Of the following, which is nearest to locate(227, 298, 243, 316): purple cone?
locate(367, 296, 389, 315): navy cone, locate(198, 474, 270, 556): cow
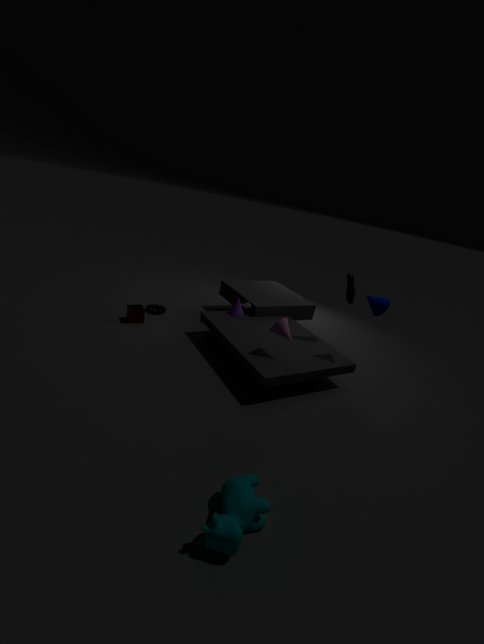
locate(367, 296, 389, 315): navy cone
